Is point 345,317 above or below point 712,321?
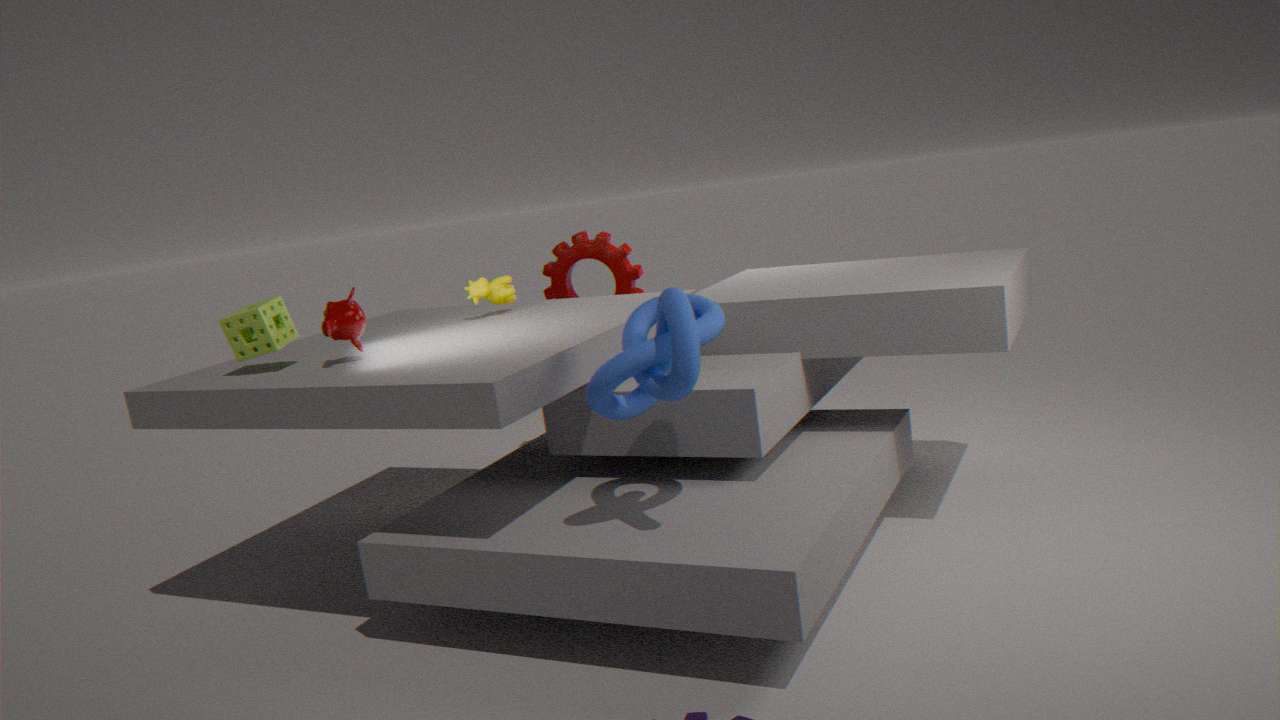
above
